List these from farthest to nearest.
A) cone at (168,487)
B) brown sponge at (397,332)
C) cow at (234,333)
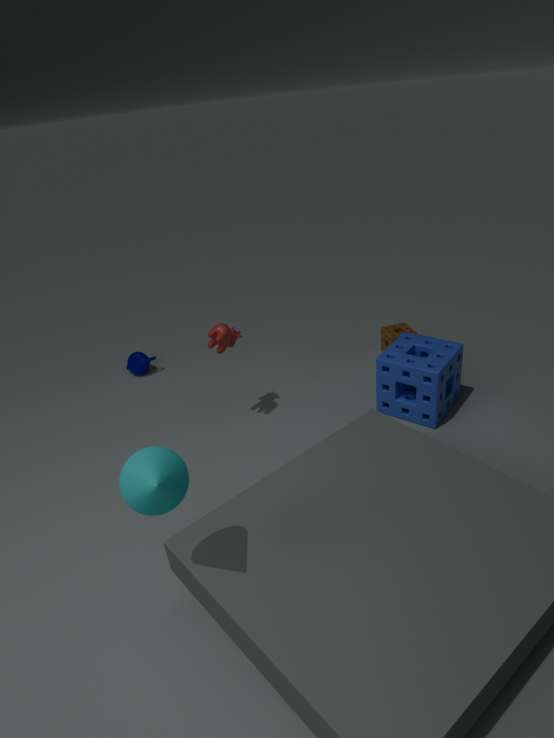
1. B. brown sponge at (397,332)
2. C. cow at (234,333)
3. A. cone at (168,487)
